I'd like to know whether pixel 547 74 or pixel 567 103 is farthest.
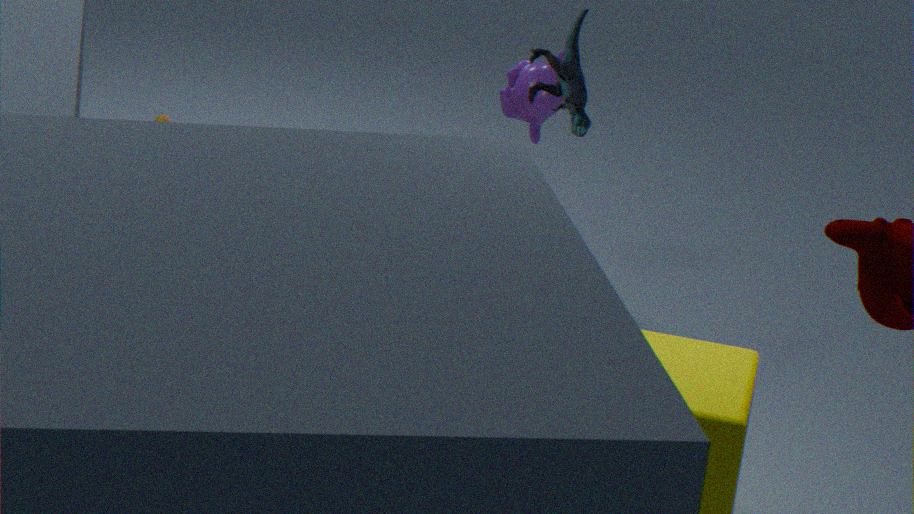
pixel 547 74
